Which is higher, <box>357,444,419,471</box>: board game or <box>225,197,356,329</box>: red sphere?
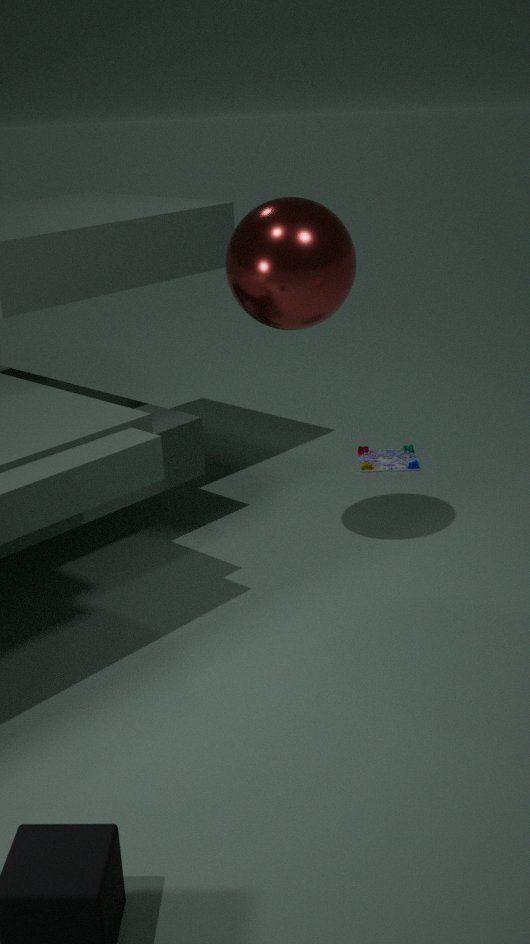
<box>225,197,356,329</box>: red sphere
